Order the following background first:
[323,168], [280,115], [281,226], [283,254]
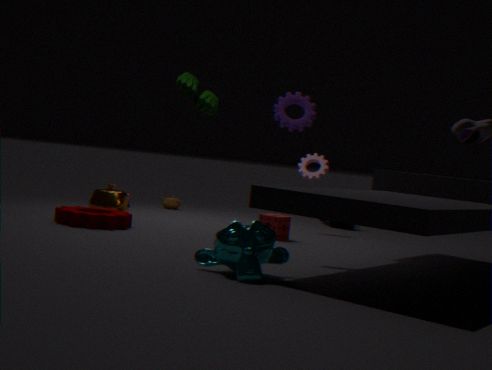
[323,168] < [281,226] < [280,115] < [283,254]
